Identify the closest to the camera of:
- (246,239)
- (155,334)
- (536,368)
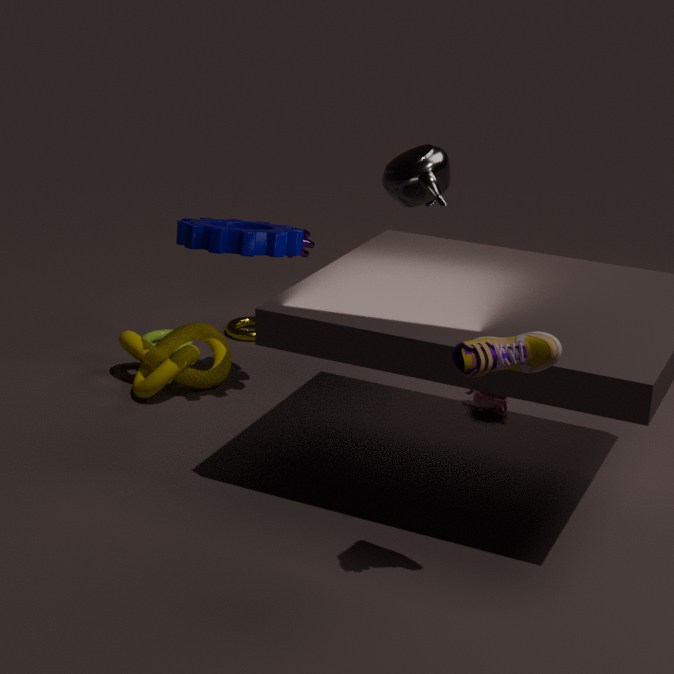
(536,368)
